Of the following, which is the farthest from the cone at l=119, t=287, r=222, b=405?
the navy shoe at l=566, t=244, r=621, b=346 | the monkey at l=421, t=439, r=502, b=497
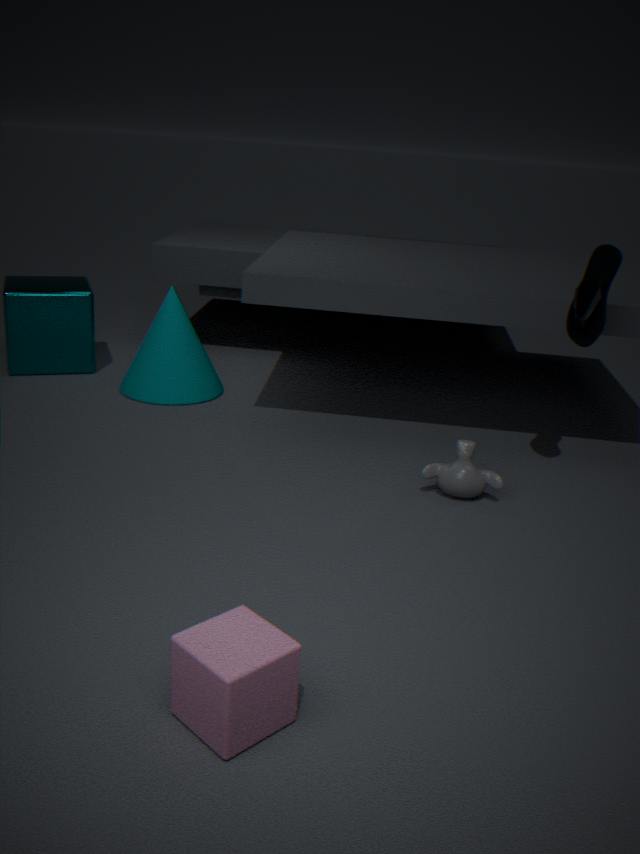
the navy shoe at l=566, t=244, r=621, b=346
